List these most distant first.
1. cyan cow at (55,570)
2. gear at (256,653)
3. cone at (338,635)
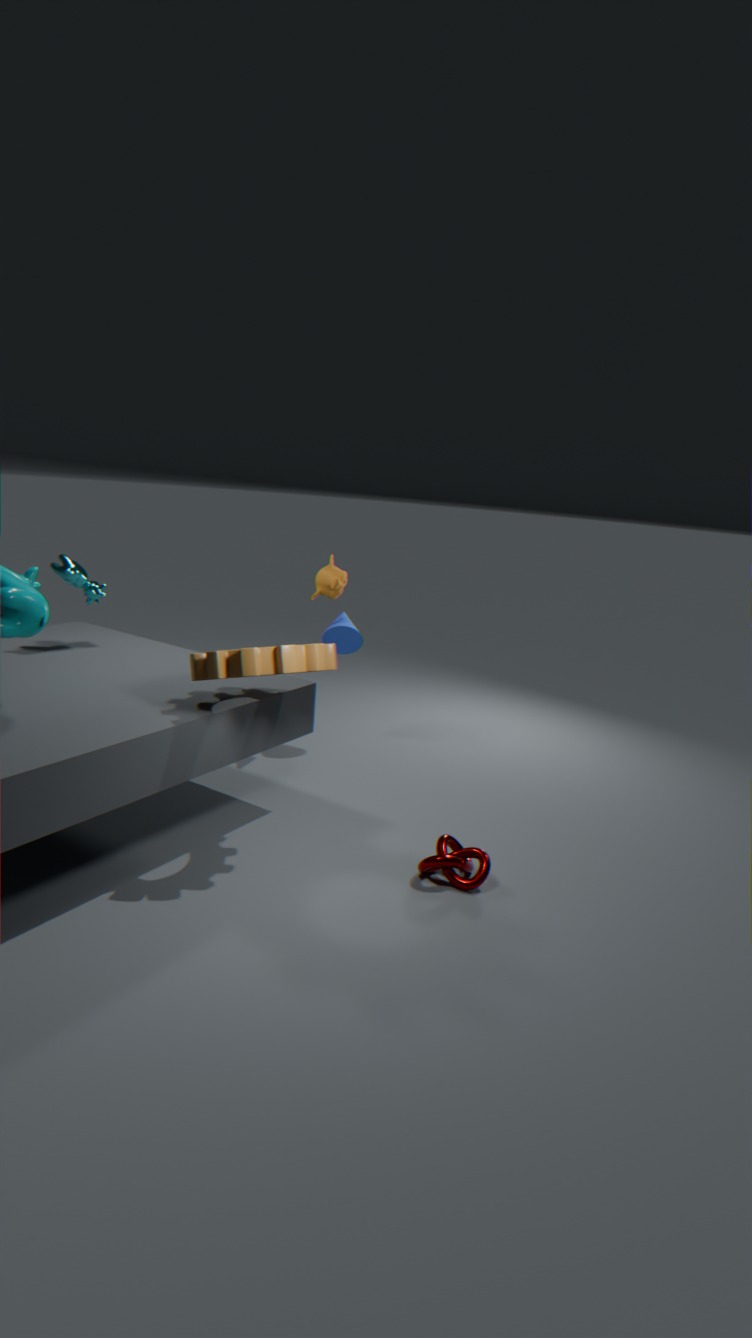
1. cone at (338,635)
2. cyan cow at (55,570)
3. gear at (256,653)
